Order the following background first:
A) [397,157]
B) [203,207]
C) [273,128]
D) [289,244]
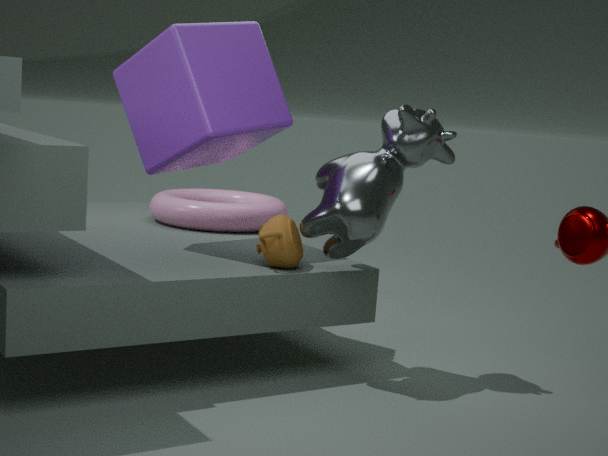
[203,207]
[273,128]
[289,244]
[397,157]
